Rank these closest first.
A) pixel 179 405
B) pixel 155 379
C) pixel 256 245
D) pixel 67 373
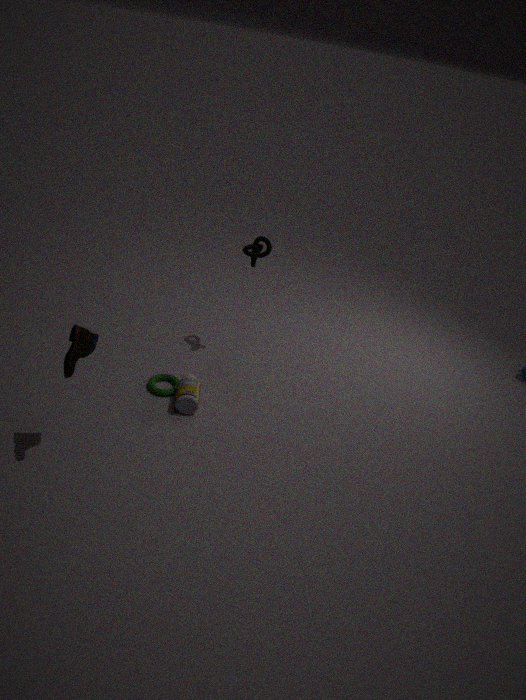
pixel 67 373
pixel 179 405
pixel 155 379
pixel 256 245
